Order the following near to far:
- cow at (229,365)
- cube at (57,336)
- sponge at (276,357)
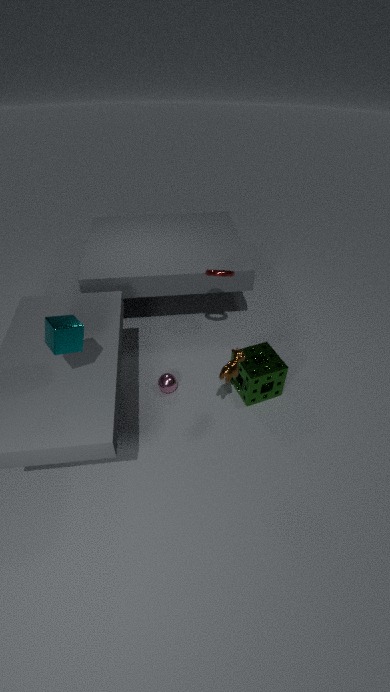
cube at (57,336)
cow at (229,365)
sponge at (276,357)
